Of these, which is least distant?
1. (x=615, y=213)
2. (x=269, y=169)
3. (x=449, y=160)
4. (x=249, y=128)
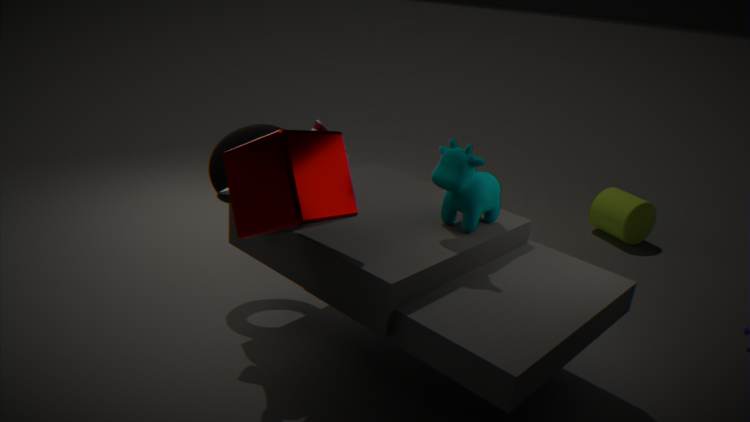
(x=269, y=169)
